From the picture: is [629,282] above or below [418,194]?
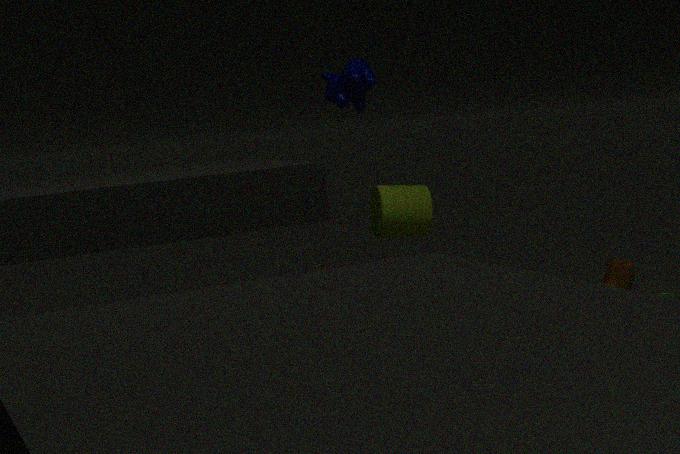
below
